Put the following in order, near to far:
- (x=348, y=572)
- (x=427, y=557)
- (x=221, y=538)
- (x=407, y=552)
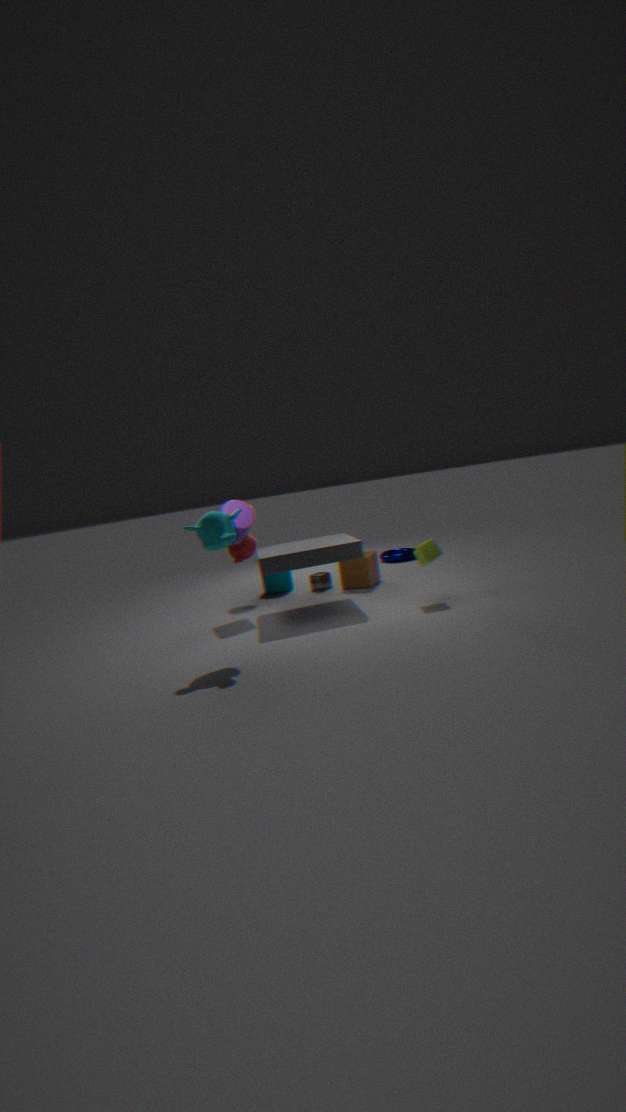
(x=221, y=538) → (x=427, y=557) → (x=348, y=572) → (x=407, y=552)
